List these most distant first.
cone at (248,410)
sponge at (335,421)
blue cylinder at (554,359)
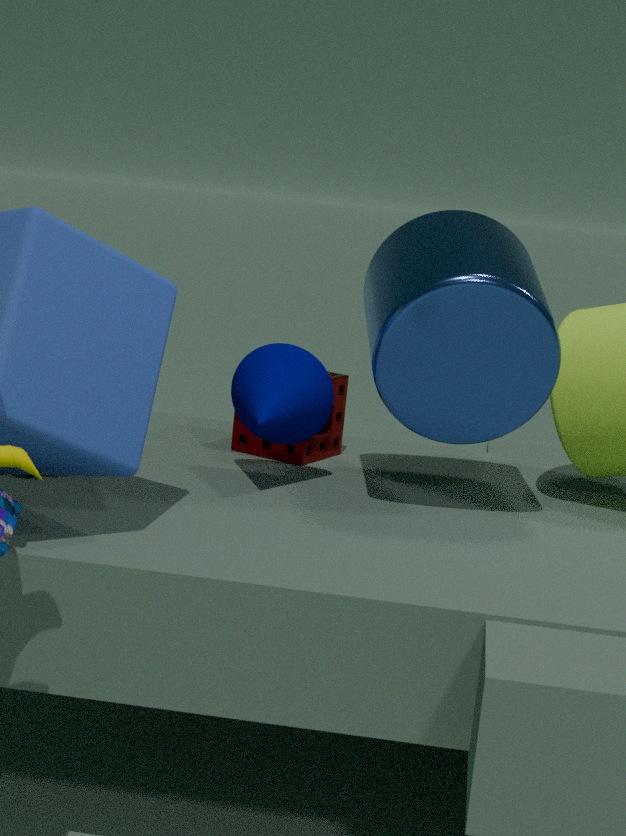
sponge at (335,421)
cone at (248,410)
blue cylinder at (554,359)
